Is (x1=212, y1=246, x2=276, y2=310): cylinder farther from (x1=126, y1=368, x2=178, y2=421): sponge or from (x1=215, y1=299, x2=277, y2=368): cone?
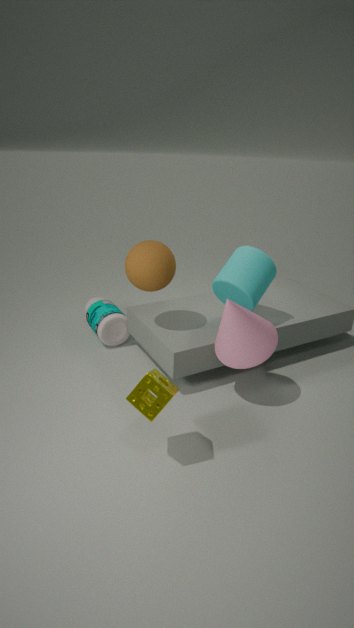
(x1=126, y1=368, x2=178, y2=421): sponge
